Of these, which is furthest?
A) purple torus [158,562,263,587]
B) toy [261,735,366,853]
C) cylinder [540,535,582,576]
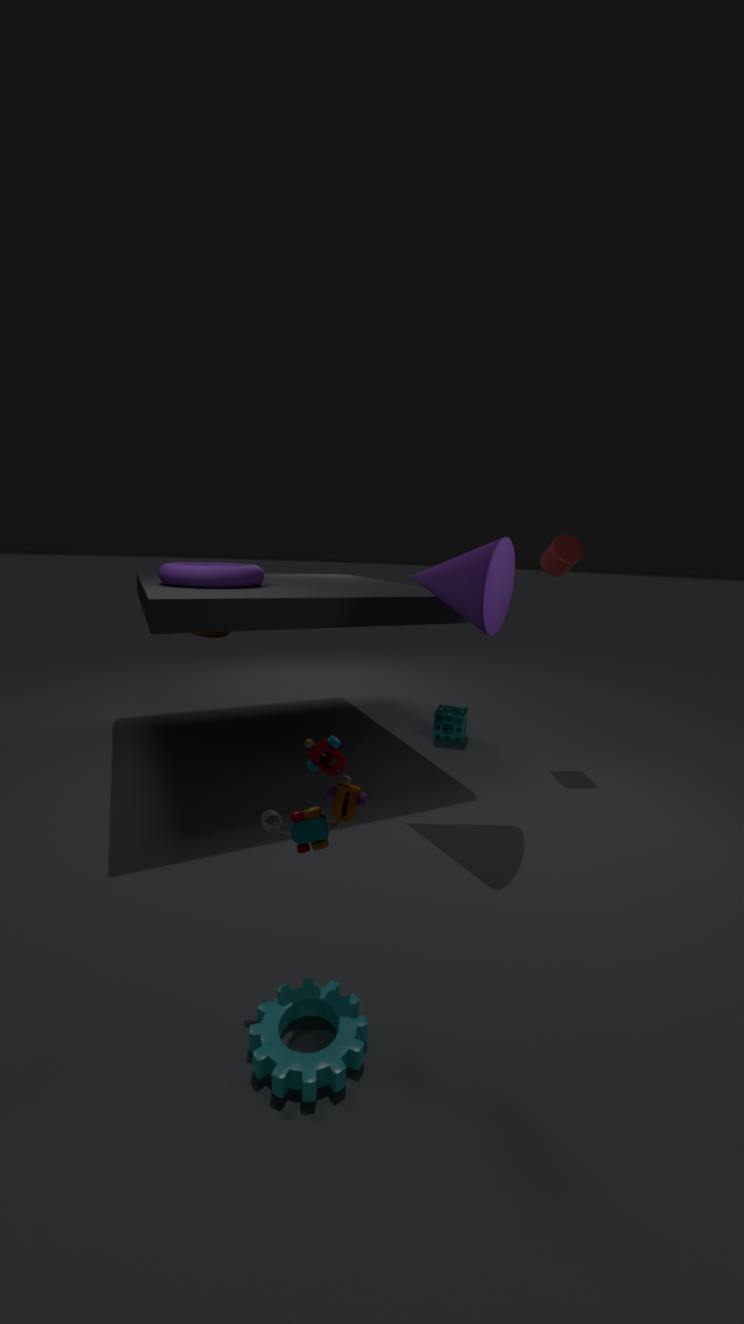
cylinder [540,535,582,576]
